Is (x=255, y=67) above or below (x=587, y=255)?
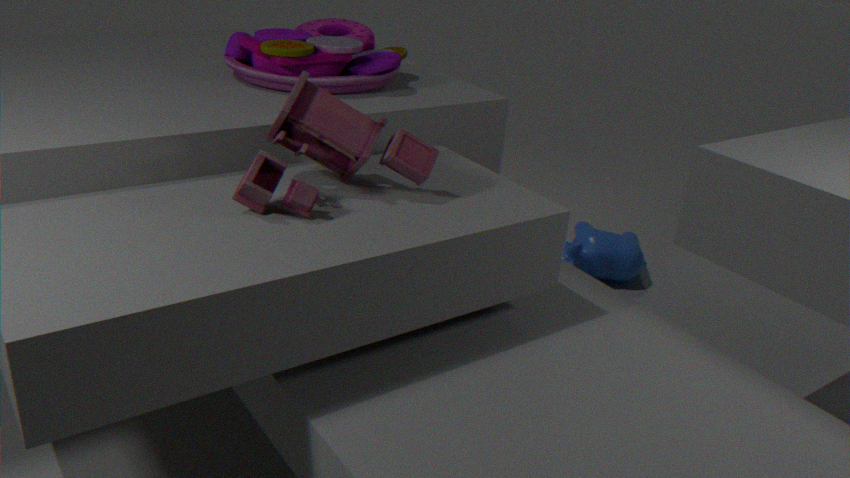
above
